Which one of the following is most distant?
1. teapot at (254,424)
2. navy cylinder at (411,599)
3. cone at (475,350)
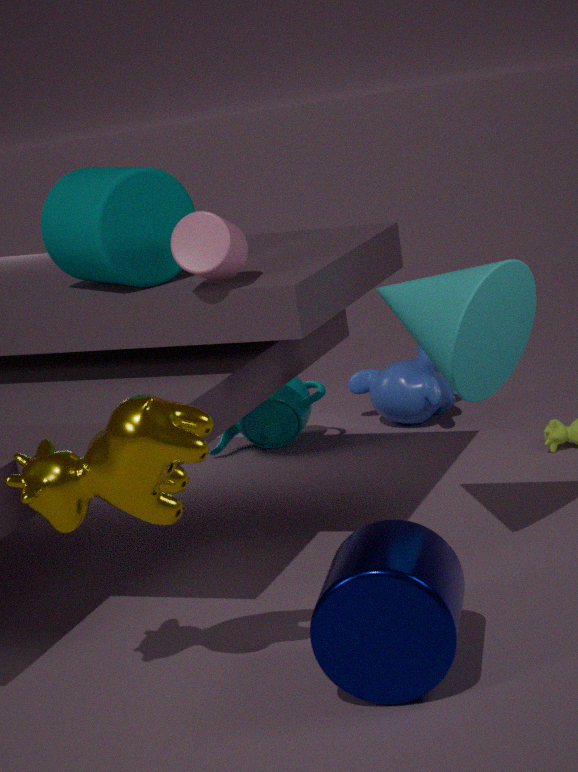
teapot at (254,424)
